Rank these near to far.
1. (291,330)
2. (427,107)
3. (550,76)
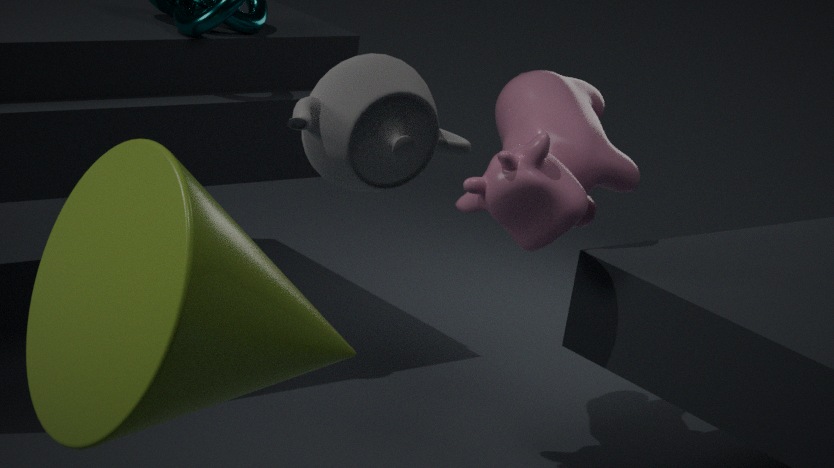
(427,107)
(291,330)
(550,76)
